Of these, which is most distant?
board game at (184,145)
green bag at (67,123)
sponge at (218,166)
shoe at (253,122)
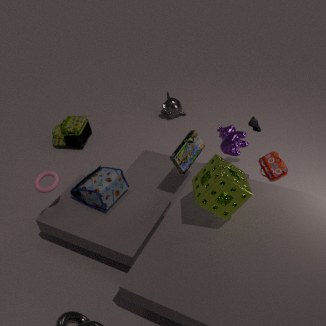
green bag at (67,123)
